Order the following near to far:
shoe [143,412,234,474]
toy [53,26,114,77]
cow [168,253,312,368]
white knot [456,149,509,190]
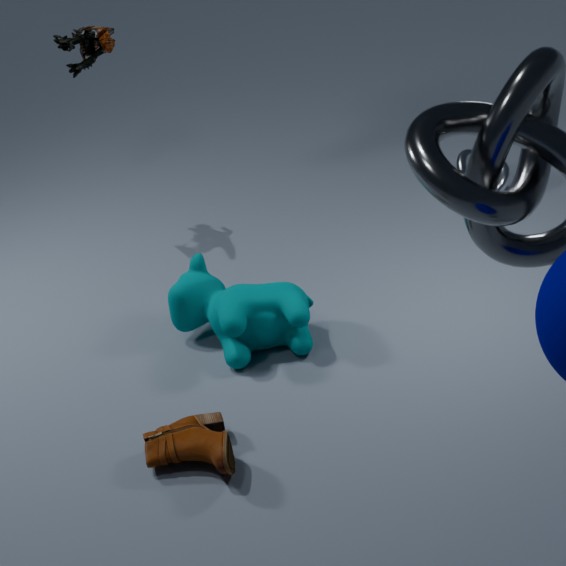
shoe [143,412,234,474] → cow [168,253,312,368] → toy [53,26,114,77] → white knot [456,149,509,190]
